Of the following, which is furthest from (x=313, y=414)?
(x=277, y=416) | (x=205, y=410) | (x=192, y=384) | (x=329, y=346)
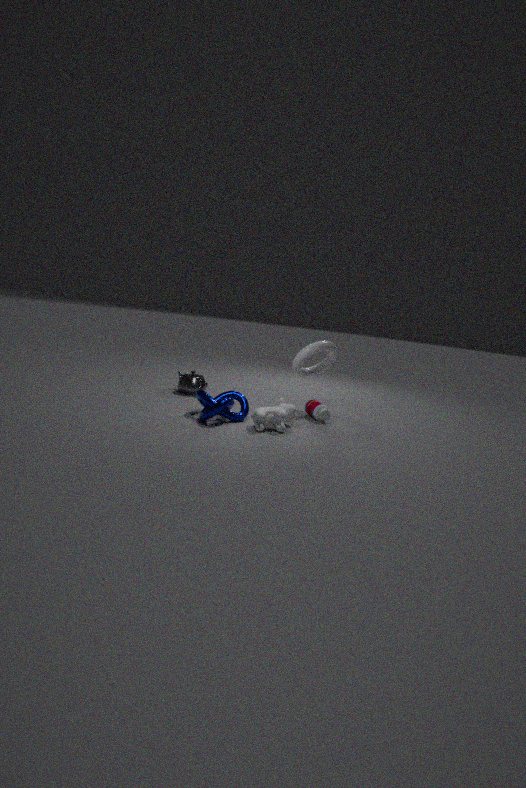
(x=192, y=384)
